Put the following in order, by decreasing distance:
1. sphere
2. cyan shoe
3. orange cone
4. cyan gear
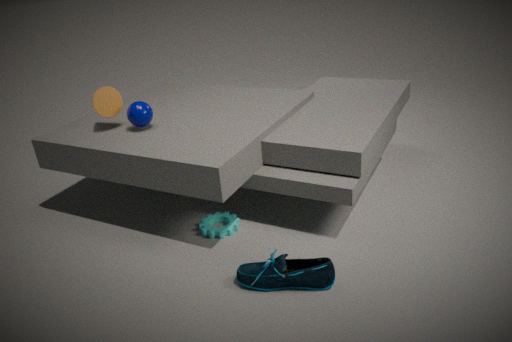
1. orange cone
2. sphere
3. cyan gear
4. cyan shoe
